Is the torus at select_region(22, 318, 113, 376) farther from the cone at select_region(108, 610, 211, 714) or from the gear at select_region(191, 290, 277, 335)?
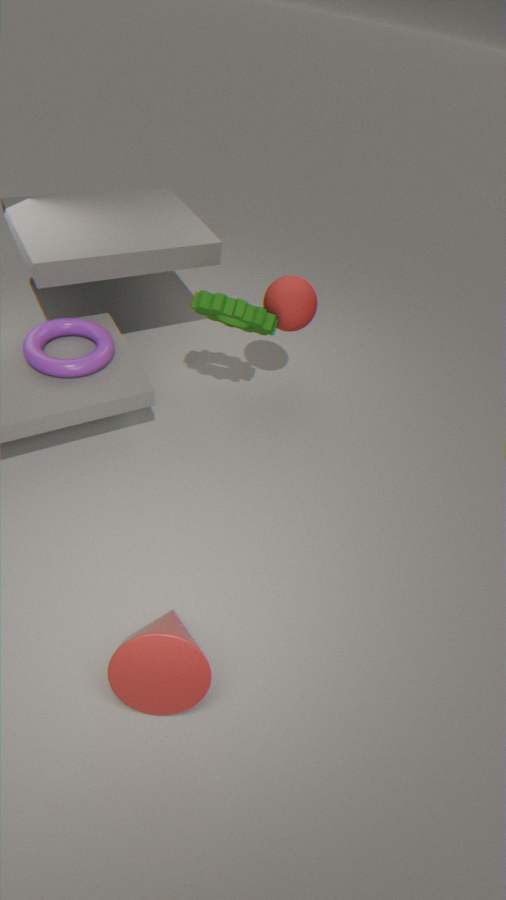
the cone at select_region(108, 610, 211, 714)
